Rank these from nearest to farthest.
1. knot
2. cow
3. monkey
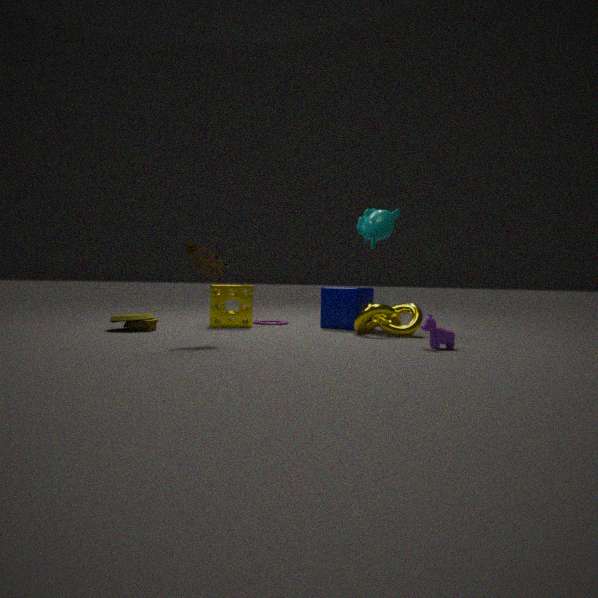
1. cow
2. knot
3. monkey
